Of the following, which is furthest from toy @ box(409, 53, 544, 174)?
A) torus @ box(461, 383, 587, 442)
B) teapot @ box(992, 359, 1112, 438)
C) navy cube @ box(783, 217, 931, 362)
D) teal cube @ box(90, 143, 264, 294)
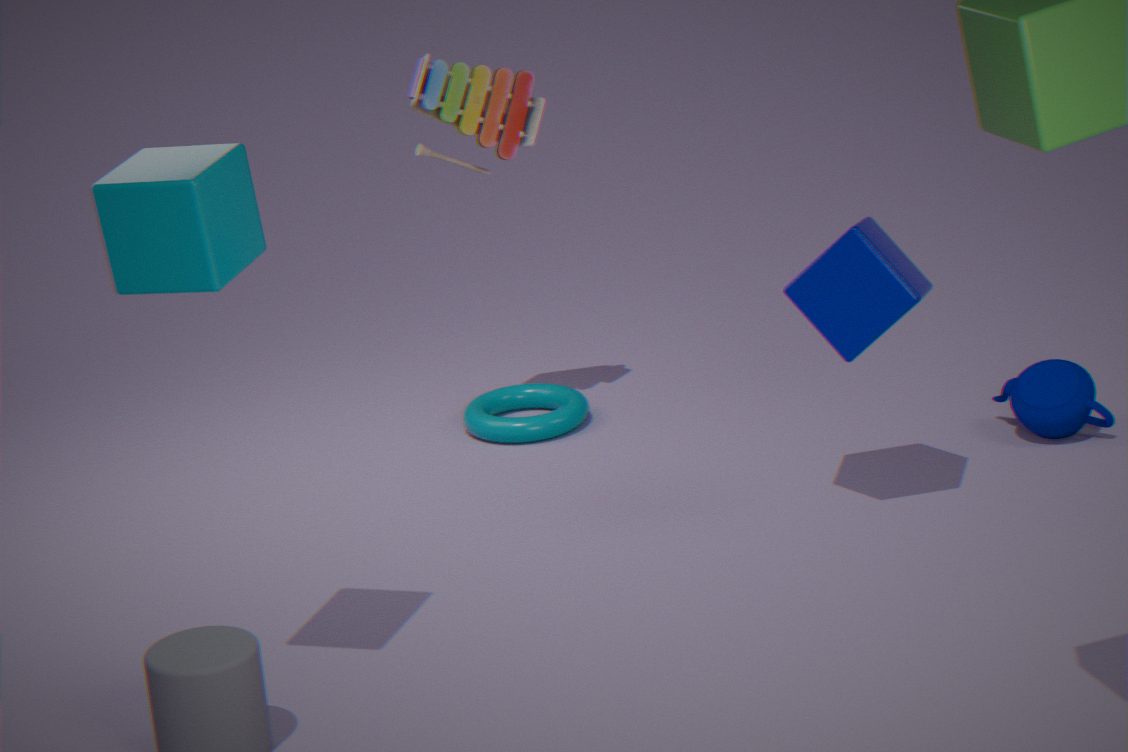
teal cube @ box(90, 143, 264, 294)
